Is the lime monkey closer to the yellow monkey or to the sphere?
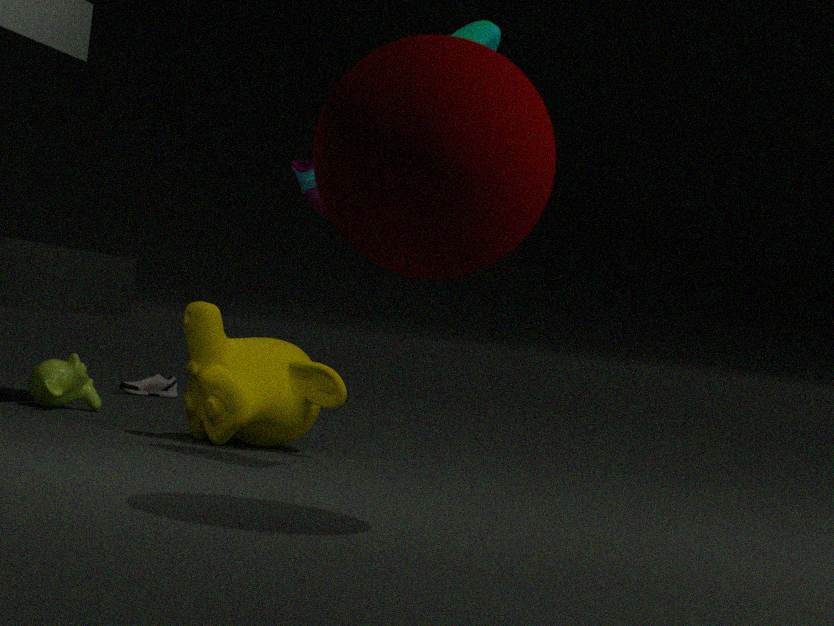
the yellow monkey
